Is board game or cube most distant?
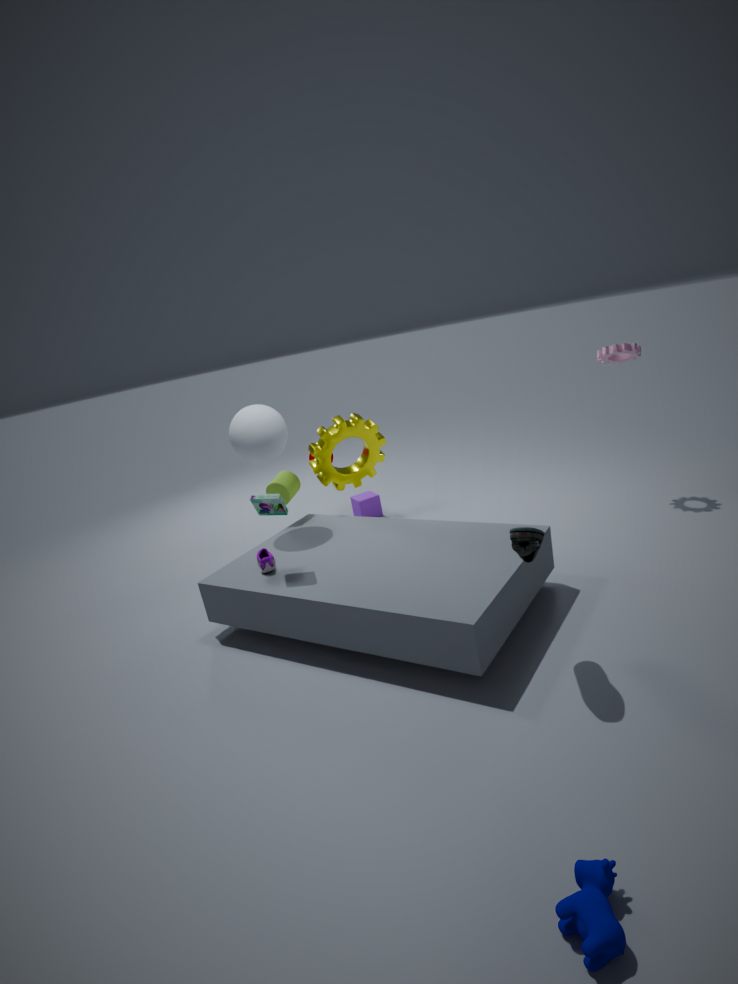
cube
